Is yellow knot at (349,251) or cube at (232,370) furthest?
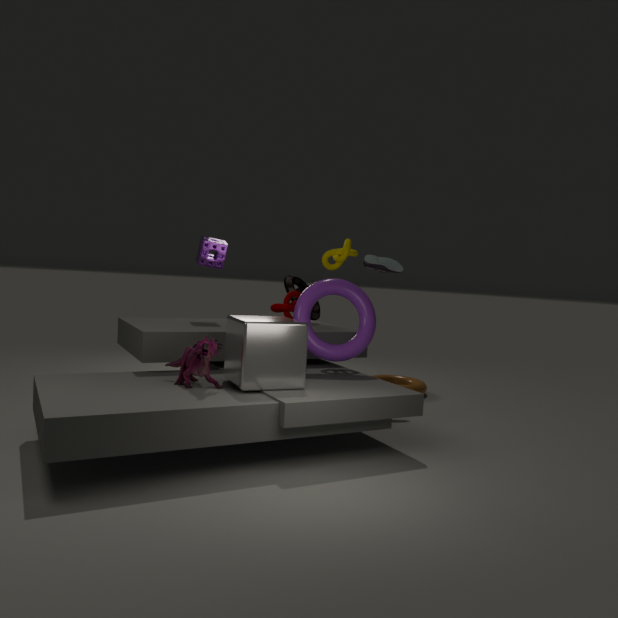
yellow knot at (349,251)
